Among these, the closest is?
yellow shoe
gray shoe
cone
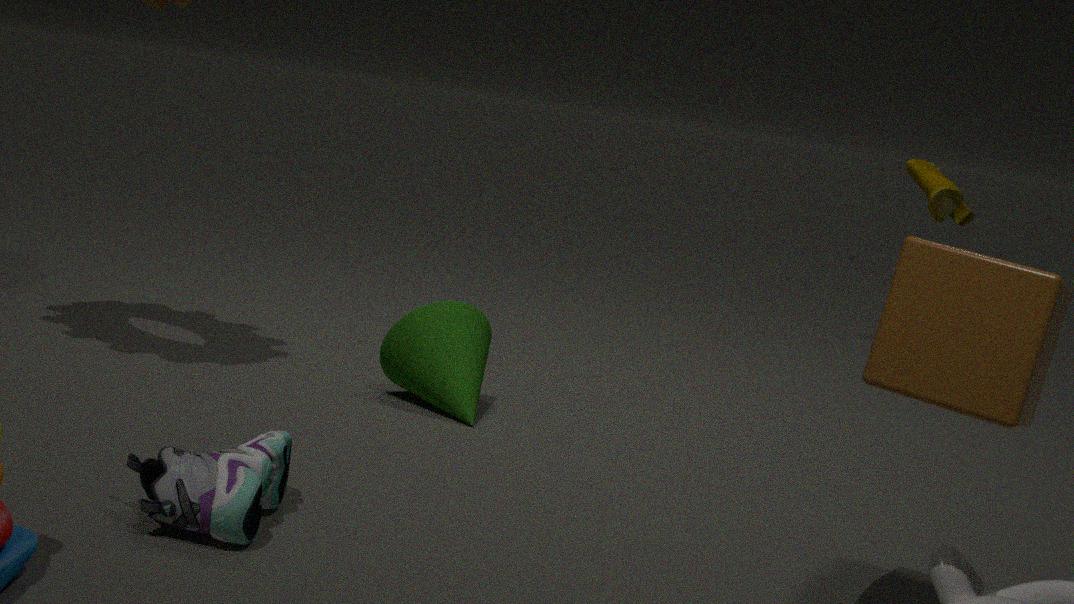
gray shoe
